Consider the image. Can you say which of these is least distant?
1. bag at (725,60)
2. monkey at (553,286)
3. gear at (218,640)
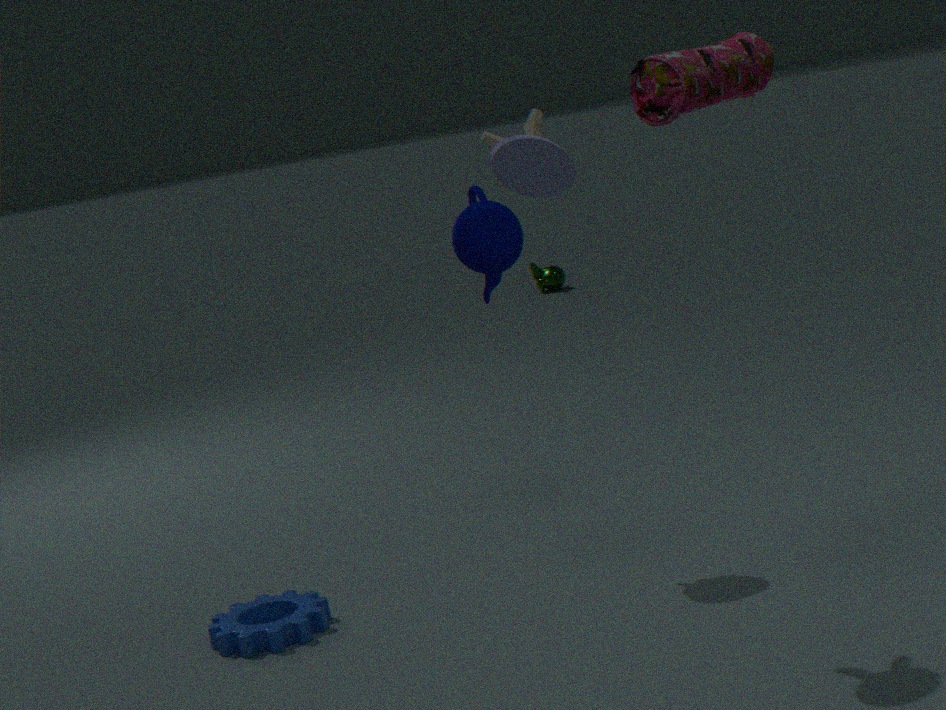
bag at (725,60)
